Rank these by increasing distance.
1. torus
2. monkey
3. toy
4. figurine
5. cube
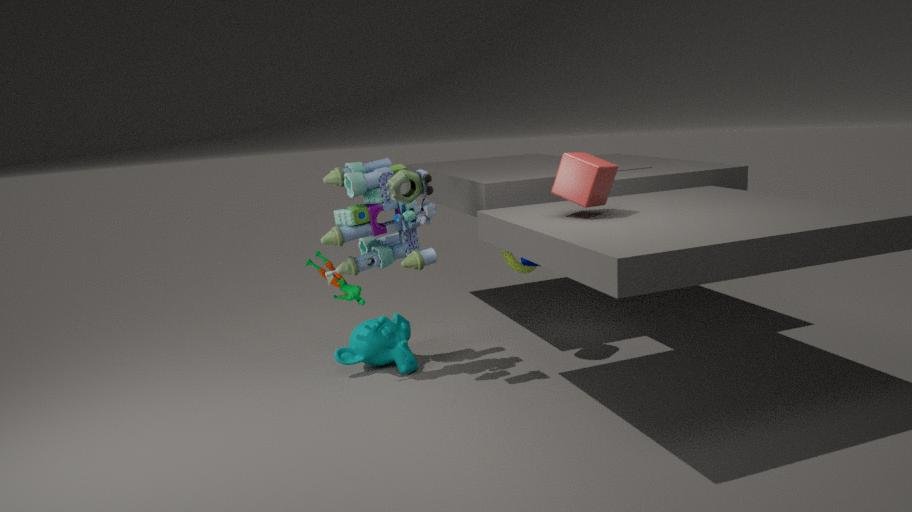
cube < toy < figurine < monkey < torus
